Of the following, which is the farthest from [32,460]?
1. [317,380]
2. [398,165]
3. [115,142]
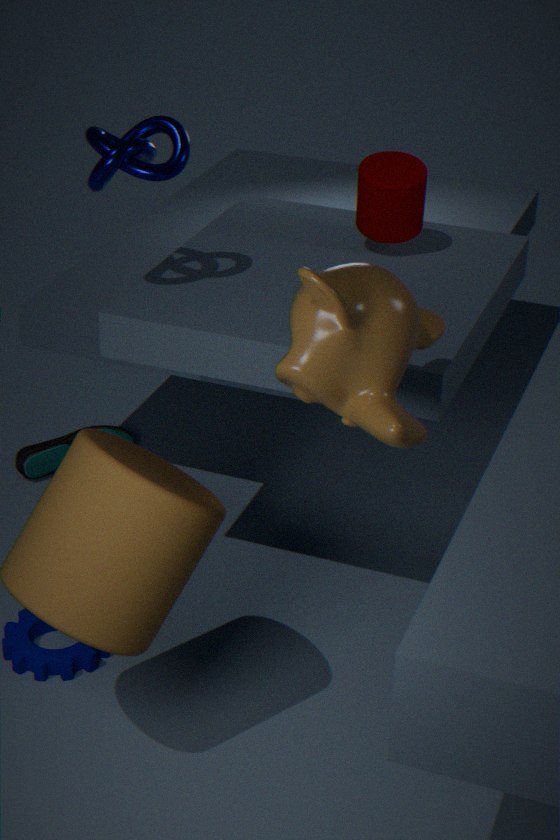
[317,380]
